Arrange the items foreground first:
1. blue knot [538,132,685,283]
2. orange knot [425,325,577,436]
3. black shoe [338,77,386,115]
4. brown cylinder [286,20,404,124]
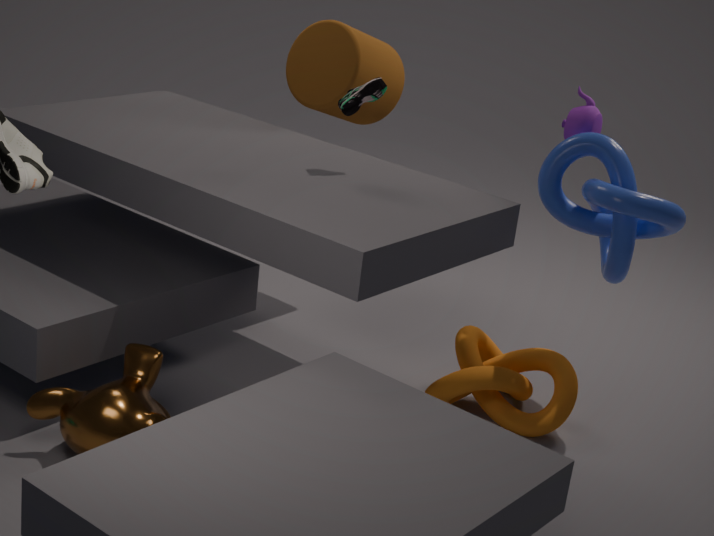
blue knot [538,132,685,283] → black shoe [338,77,386,115] → orange knot [425,325,577,436] → brown cylinder [286,20,404,124]
